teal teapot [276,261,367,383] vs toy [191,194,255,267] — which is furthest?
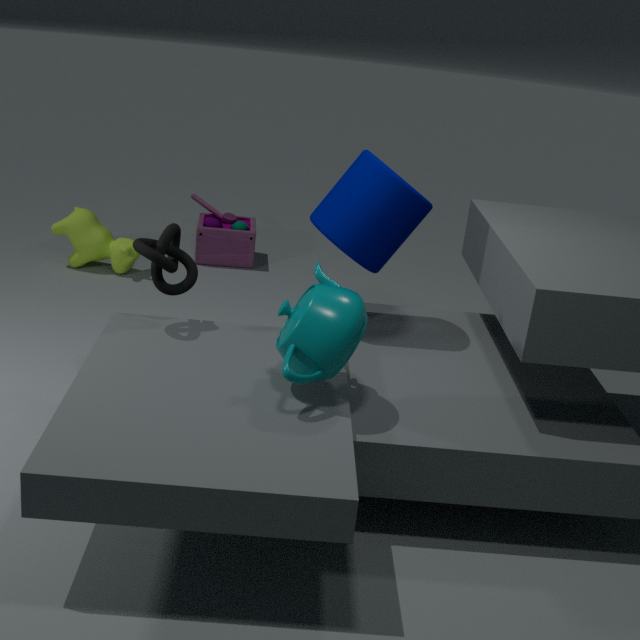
toy [191,194,255,267]
